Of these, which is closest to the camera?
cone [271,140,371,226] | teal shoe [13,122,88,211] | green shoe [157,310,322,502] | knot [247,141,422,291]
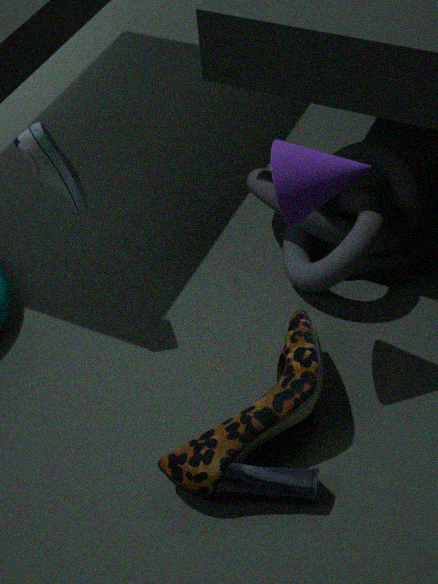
cone [271,140,371,226]
